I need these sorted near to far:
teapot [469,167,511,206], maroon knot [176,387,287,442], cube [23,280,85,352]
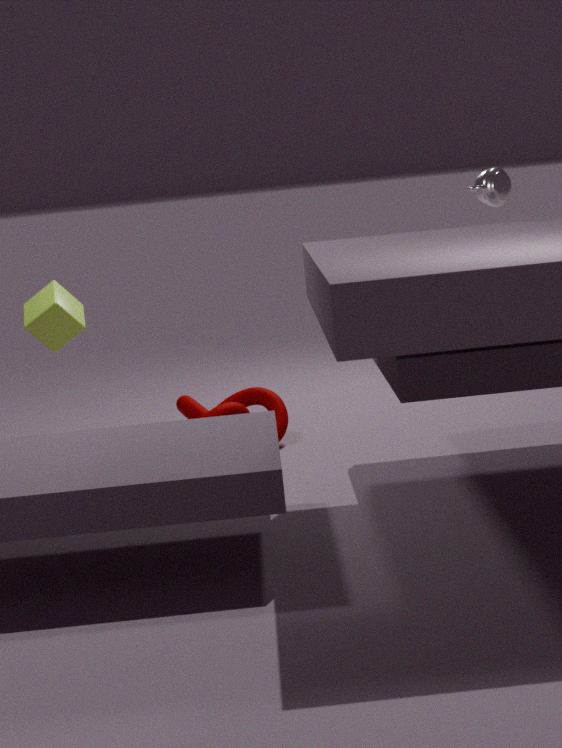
cube [23,280,85,352] → teapot [469,167,511,206] → maroon knot [176,387,287,442]
